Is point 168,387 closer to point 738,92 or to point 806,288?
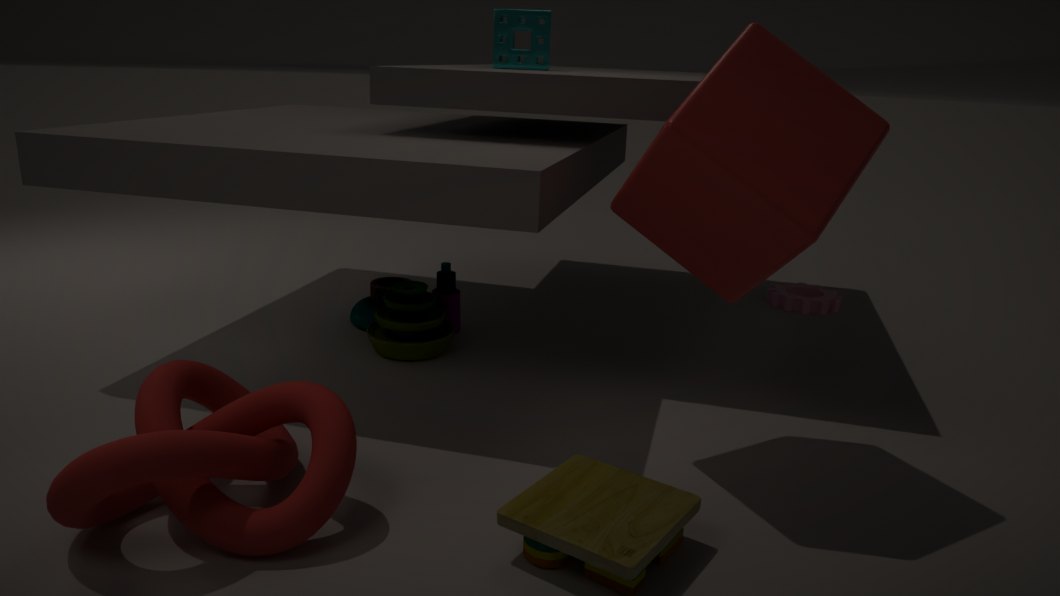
point 738,92
